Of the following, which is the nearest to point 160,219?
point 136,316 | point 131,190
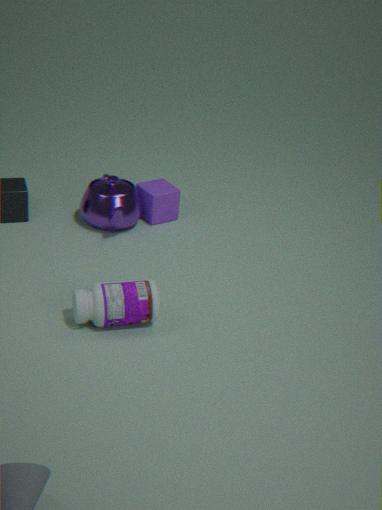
point 131,190
